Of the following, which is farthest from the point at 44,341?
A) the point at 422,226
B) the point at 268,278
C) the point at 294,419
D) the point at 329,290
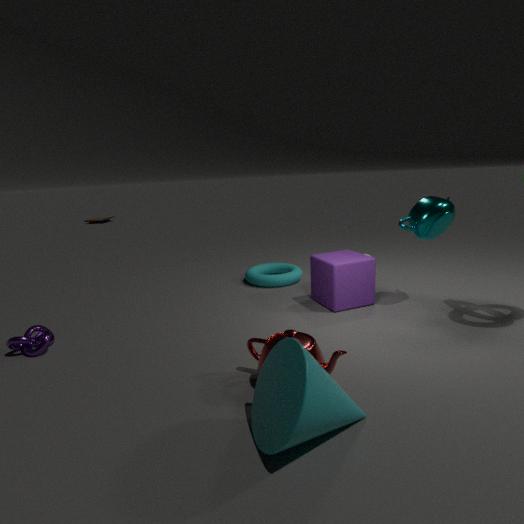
the point at 422,226
